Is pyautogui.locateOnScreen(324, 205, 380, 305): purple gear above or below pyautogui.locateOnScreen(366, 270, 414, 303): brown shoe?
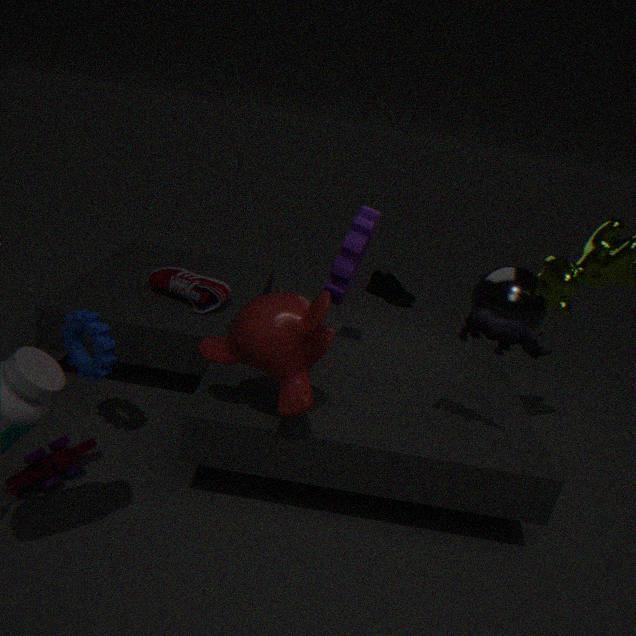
above
